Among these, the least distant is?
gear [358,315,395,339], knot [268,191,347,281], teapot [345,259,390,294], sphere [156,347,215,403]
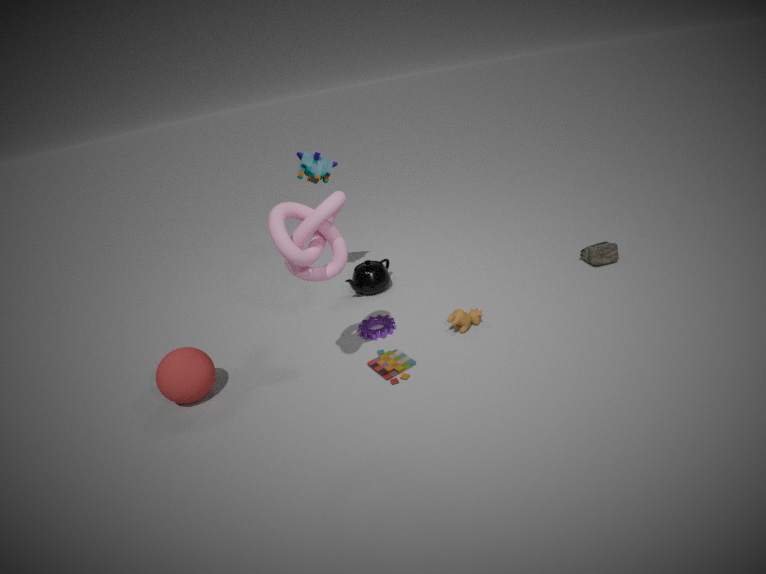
knot [268,191,347,281]
